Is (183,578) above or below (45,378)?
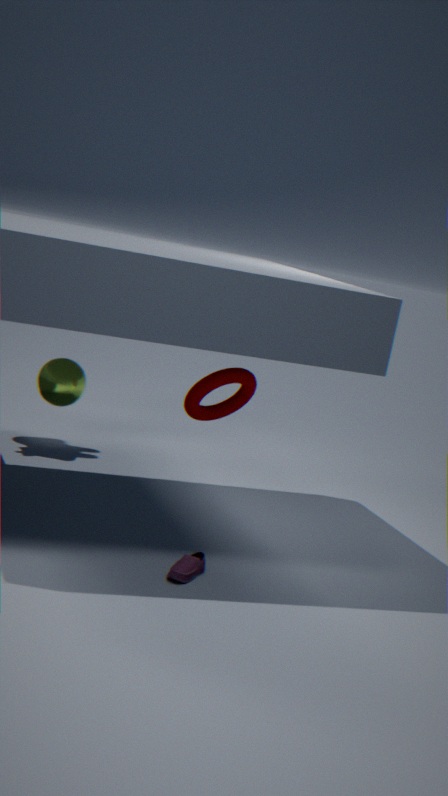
below
